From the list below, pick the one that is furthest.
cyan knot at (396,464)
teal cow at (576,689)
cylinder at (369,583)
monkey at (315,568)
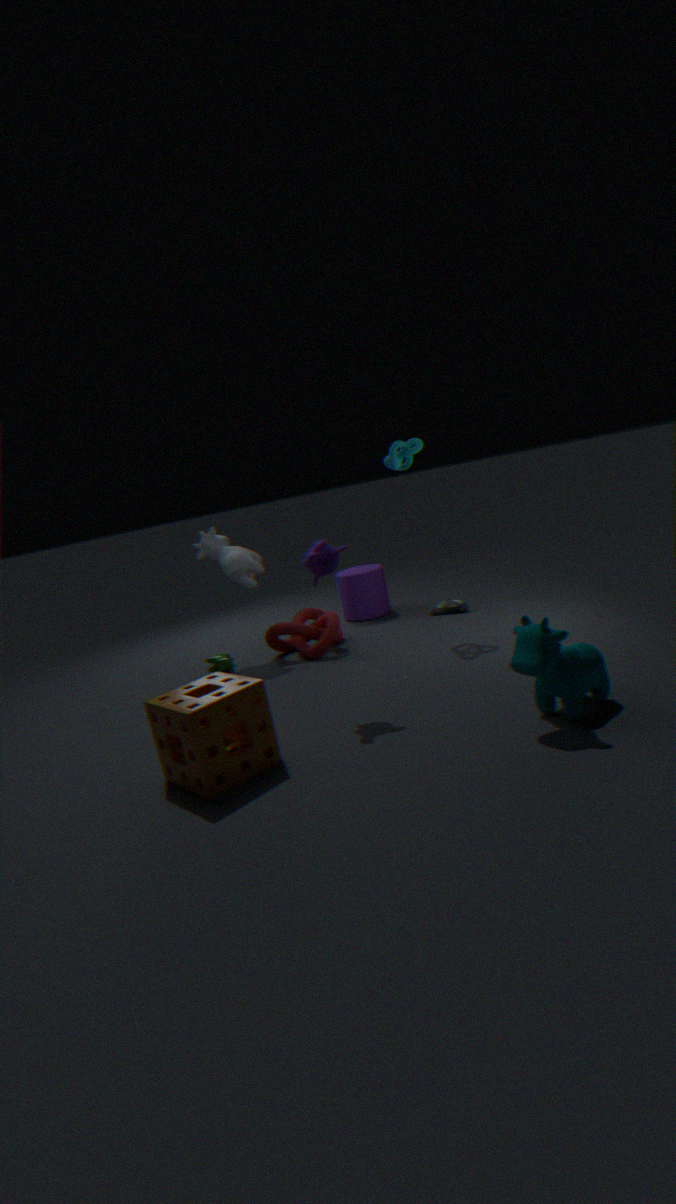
cylinder at (369,583)
